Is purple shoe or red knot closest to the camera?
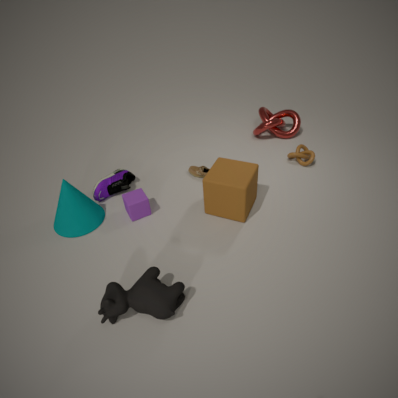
purple shoe
